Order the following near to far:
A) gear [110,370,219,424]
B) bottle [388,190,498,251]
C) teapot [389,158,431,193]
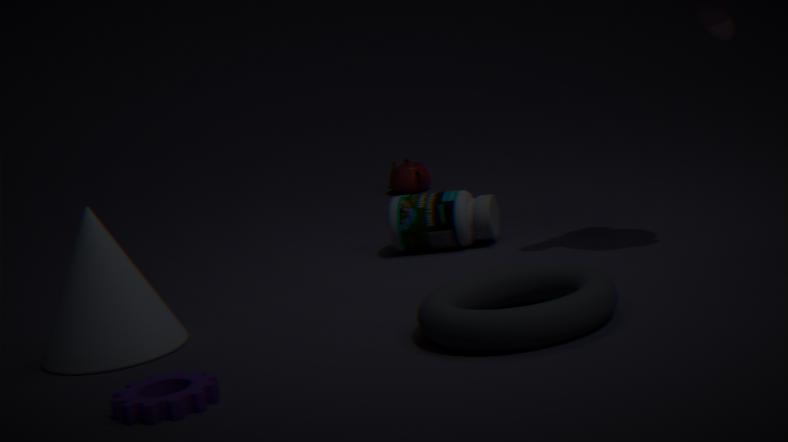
gear [110,370,219,424] → bottle [388,190,498,251] → teapot [389,158,431,193]
